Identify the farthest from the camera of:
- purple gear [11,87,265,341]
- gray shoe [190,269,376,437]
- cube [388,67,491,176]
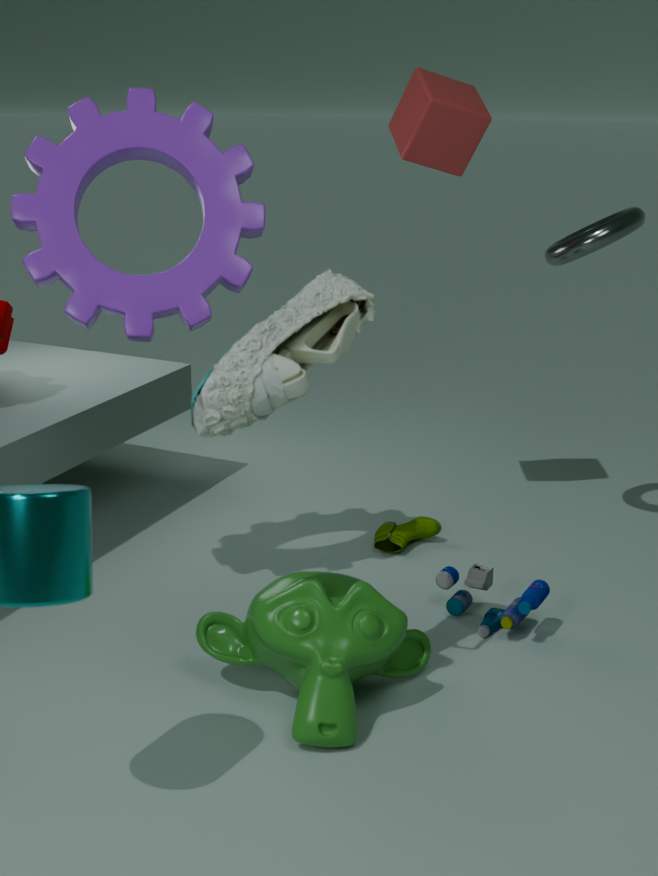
cube [388,67,491,176]
